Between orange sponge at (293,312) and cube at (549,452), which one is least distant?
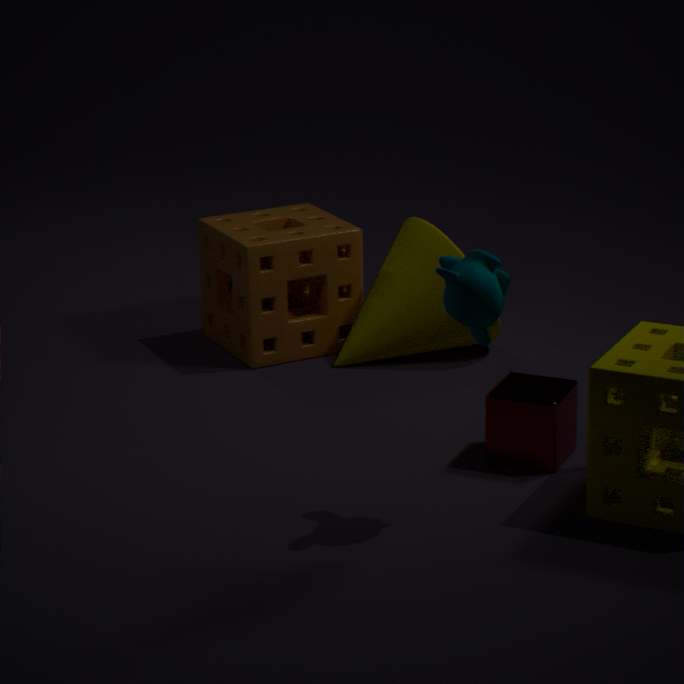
cube at (549,452)
